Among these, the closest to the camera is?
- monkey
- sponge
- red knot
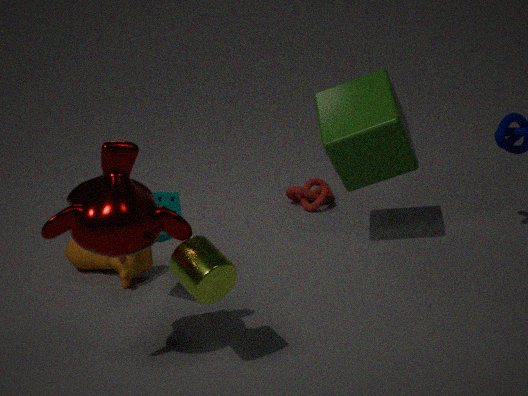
monkey
